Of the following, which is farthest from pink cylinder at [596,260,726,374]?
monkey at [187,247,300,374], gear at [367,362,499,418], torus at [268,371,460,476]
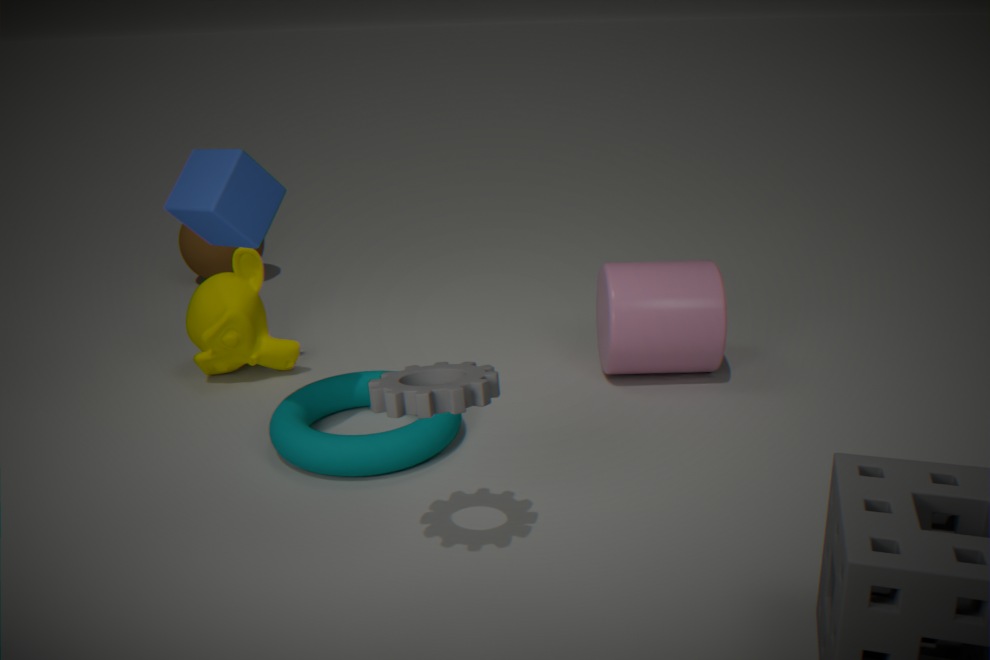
monkey at [187,247,300,374]
